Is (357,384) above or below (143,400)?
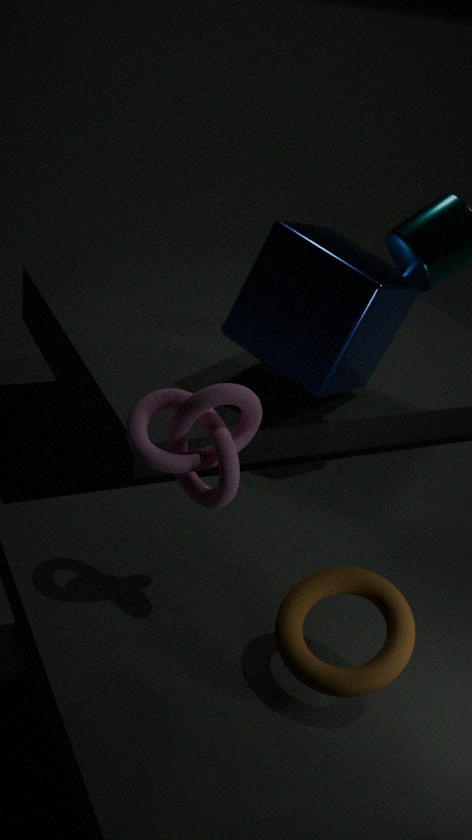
below
